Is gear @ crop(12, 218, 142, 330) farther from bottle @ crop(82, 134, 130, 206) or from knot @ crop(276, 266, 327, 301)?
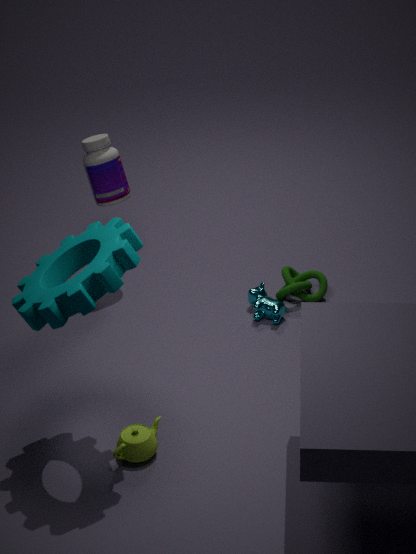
knot @ crop(276, 266, 327, 301)
